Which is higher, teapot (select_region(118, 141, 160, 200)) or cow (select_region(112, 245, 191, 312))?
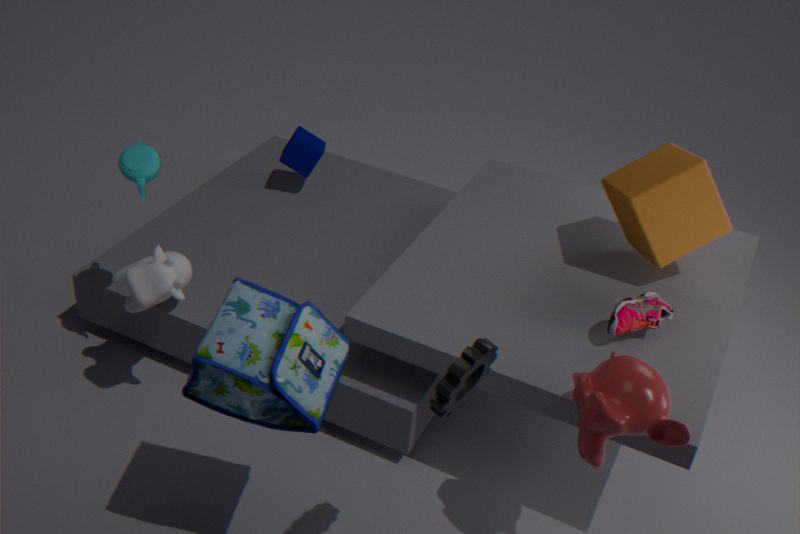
teapot (select_region(118, 141, 160, 200))
